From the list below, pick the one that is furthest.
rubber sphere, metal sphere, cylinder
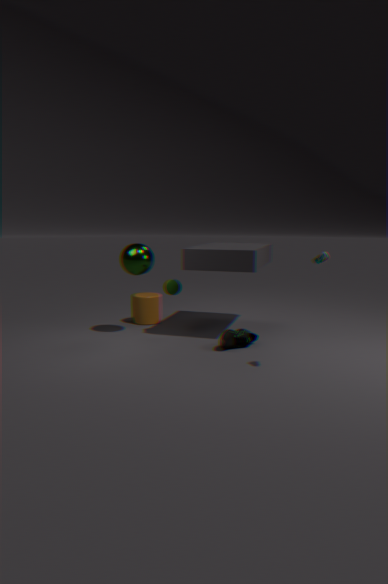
cylinder
